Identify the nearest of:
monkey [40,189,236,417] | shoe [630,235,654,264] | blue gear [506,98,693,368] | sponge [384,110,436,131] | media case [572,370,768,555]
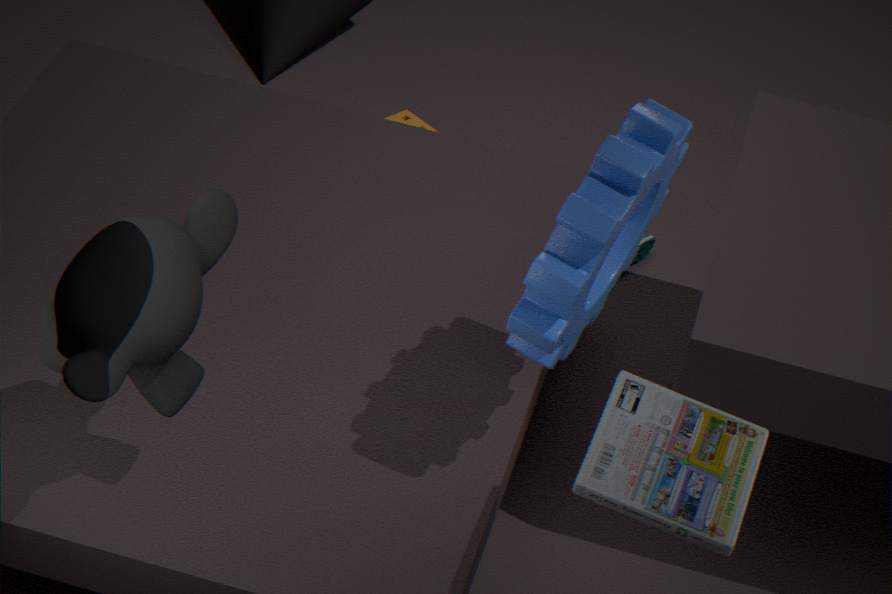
monkey [40,189,236,417]
